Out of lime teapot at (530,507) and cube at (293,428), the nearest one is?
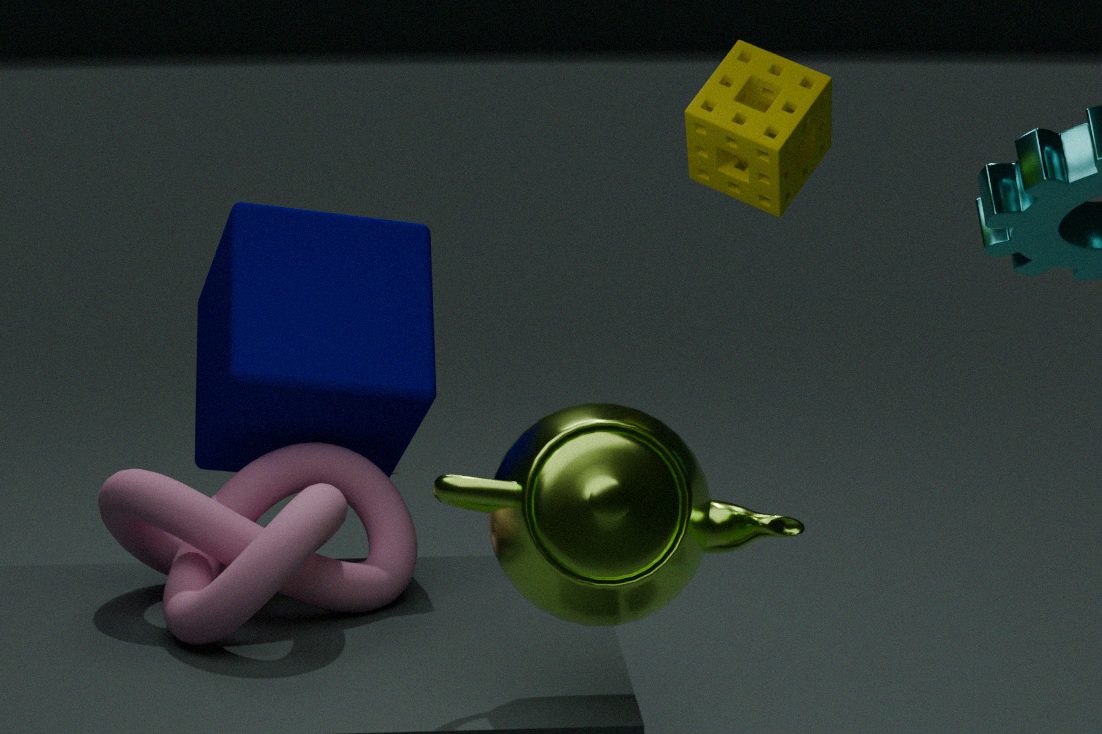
lime teapot at (530,507)
